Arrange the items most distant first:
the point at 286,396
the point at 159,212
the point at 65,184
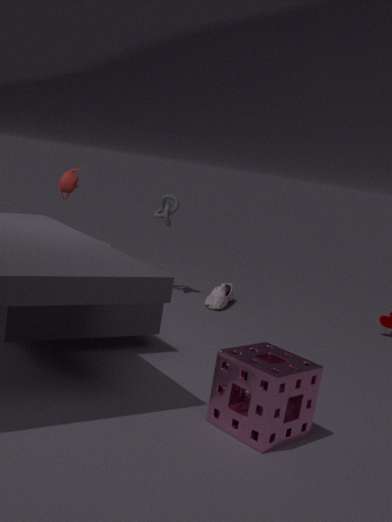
the point at 159,212, the point at 65,184, the point at 286,396
